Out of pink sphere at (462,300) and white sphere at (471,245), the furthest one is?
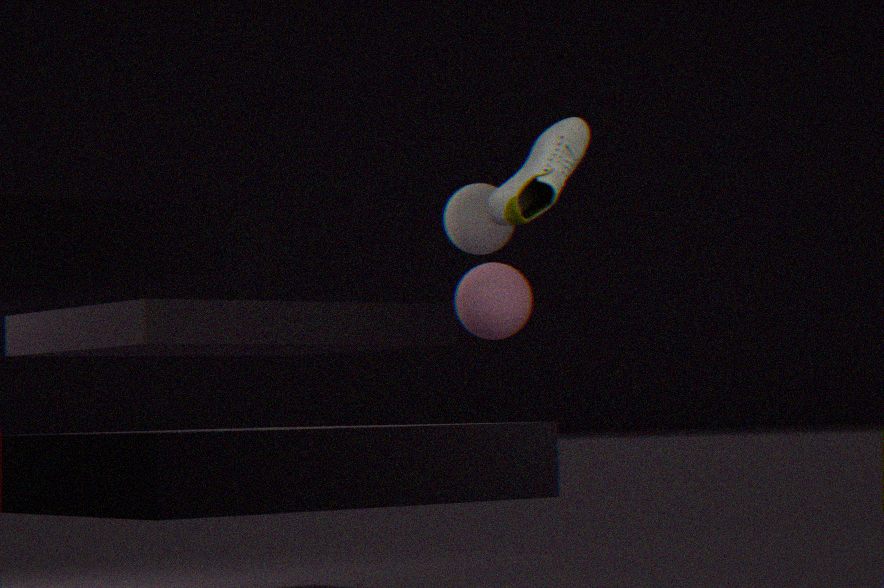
white sphere at (471,245)
